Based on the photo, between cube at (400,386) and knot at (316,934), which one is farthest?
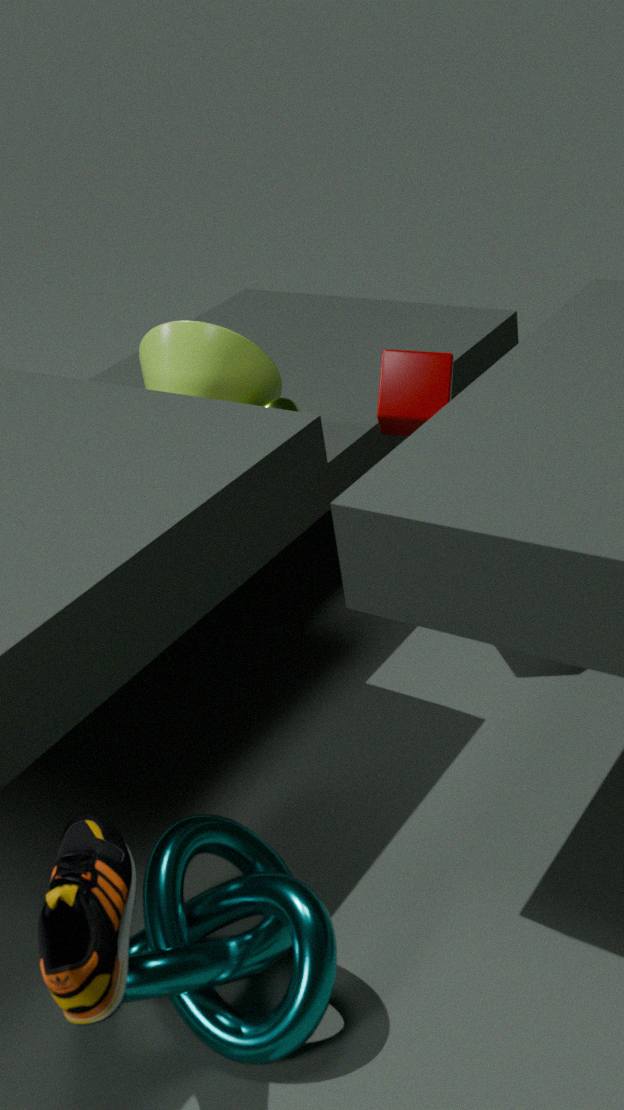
cube at (400,386)
